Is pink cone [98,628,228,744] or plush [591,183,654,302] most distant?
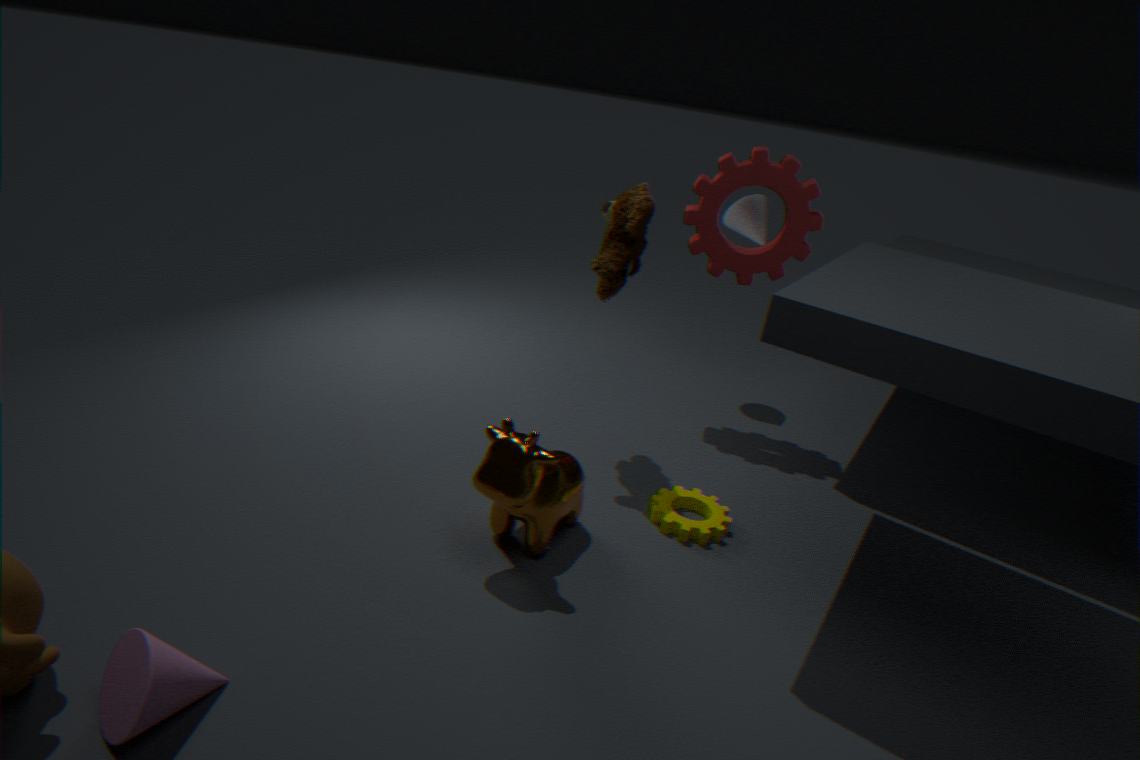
plush [591,183,654,302]
